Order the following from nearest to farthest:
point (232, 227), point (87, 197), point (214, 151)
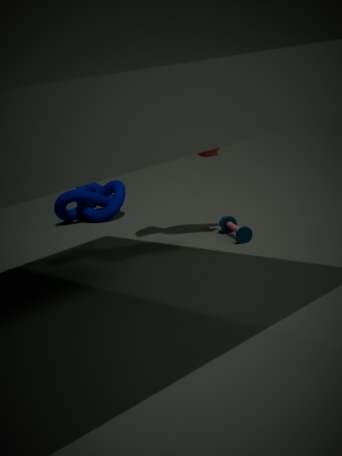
point (214, 151) → point (232, 227) → point (87, 197)
